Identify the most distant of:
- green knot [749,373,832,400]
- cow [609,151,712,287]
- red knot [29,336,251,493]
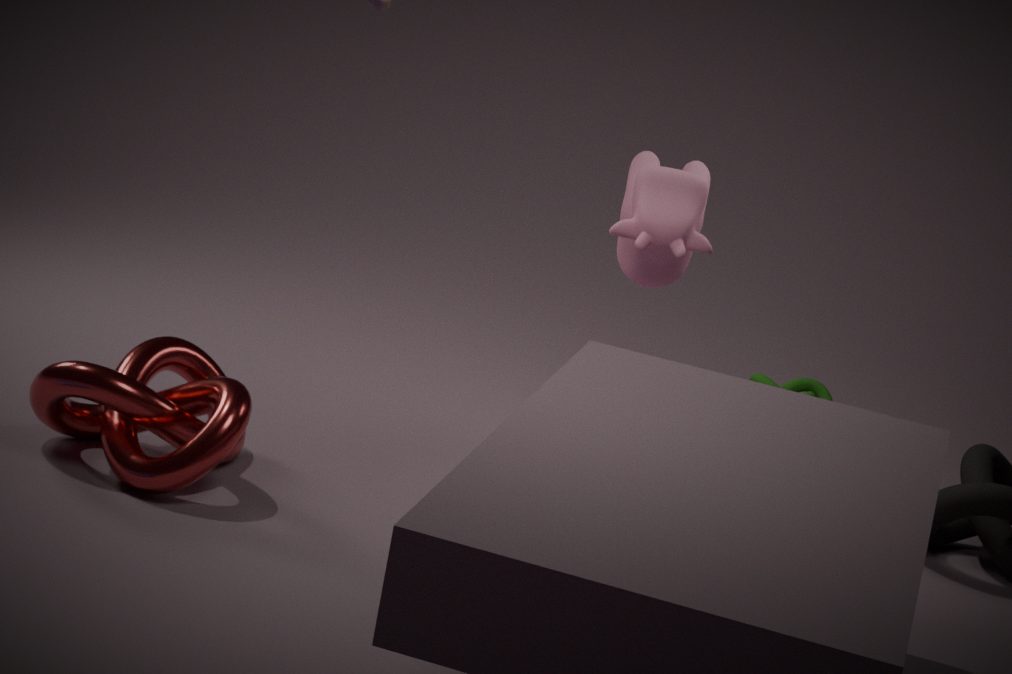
green knot [749,373,832,400]
